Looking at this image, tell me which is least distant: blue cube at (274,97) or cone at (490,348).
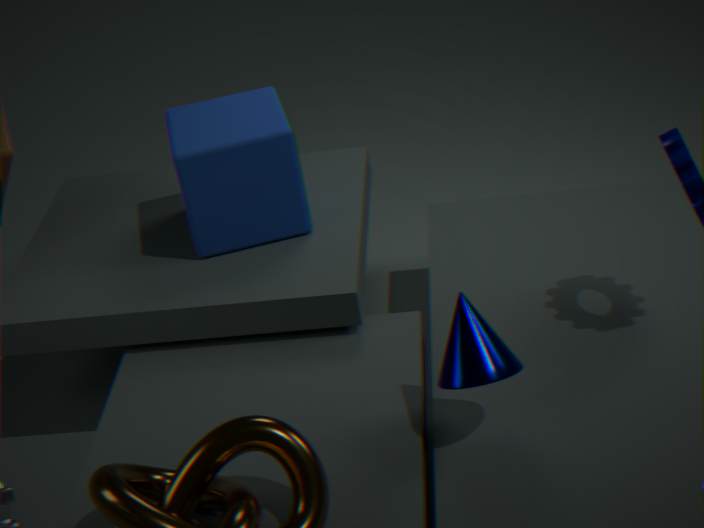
cone at (490,348)
